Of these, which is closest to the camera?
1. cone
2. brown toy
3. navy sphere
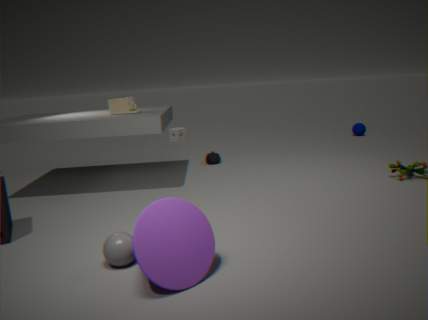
cone
